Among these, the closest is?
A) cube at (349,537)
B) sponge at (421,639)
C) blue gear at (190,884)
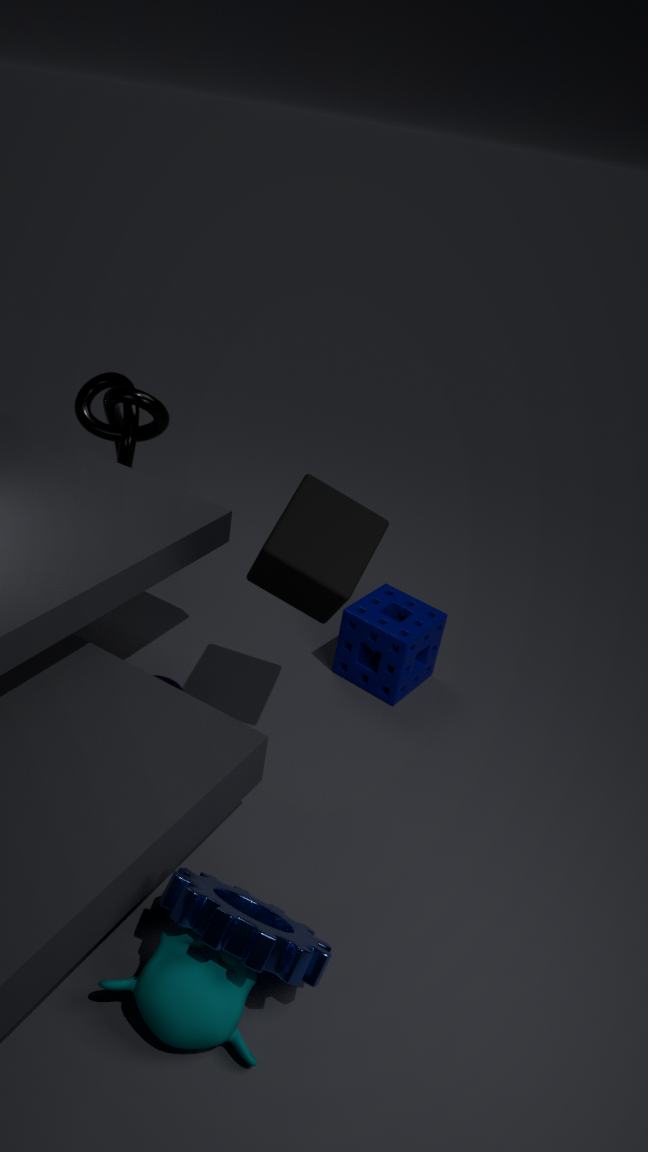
blue gear at (190,884)
